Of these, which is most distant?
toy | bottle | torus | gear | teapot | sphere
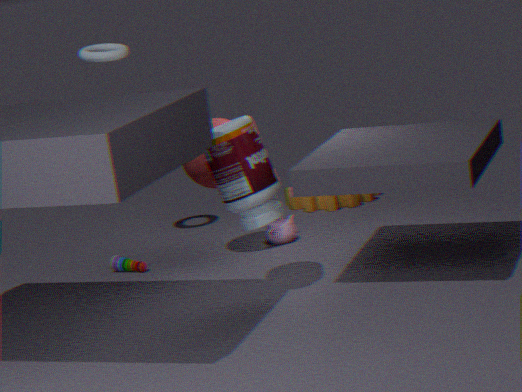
gear
